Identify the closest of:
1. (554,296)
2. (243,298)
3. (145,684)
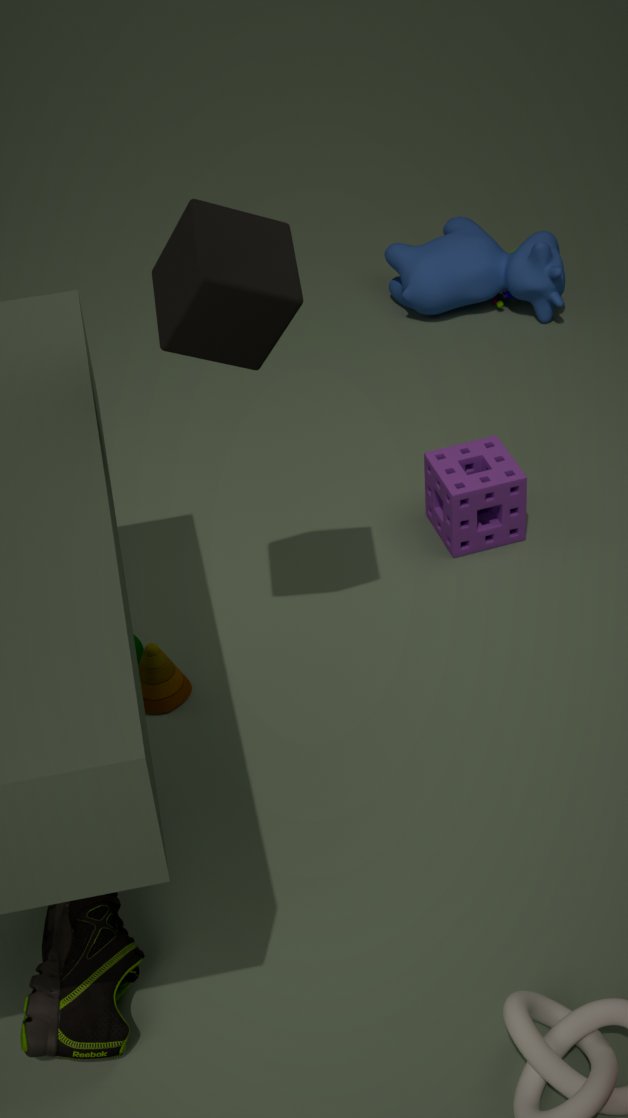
(243,298)
